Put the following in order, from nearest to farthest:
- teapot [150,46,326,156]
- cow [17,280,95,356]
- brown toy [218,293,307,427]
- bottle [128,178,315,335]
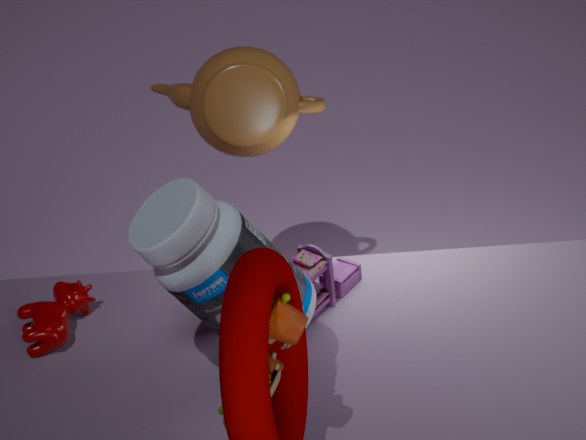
brown toy [218,293,307,427], bottle [128,178,315,335], cow [17,280,95,356], teapot [150,46,326,156]
